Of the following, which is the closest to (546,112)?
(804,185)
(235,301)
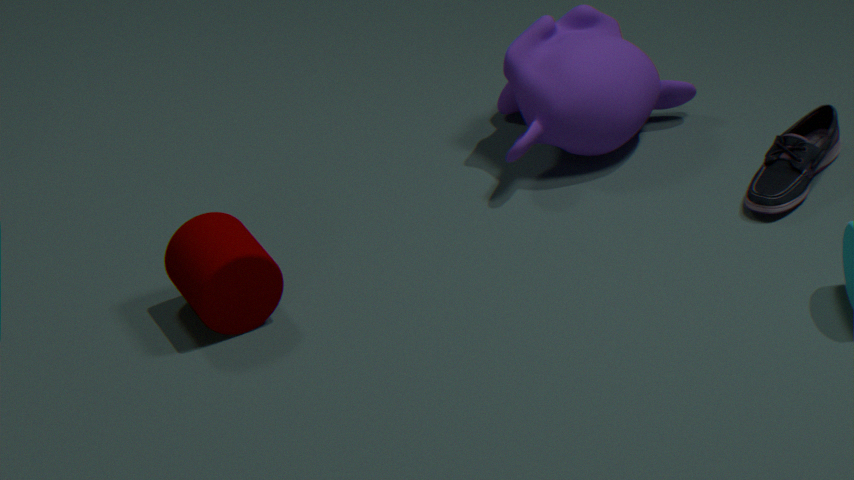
(804,185)
